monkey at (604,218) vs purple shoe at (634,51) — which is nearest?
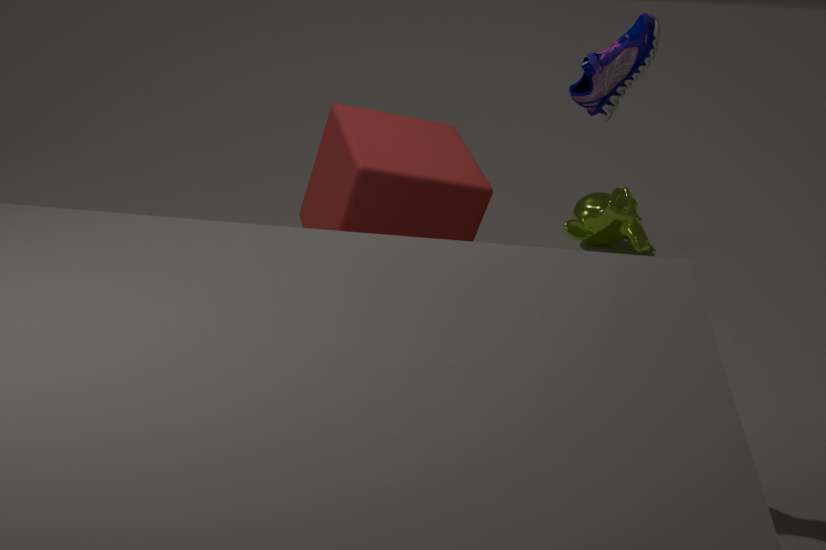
purple shoe at (634,51)
